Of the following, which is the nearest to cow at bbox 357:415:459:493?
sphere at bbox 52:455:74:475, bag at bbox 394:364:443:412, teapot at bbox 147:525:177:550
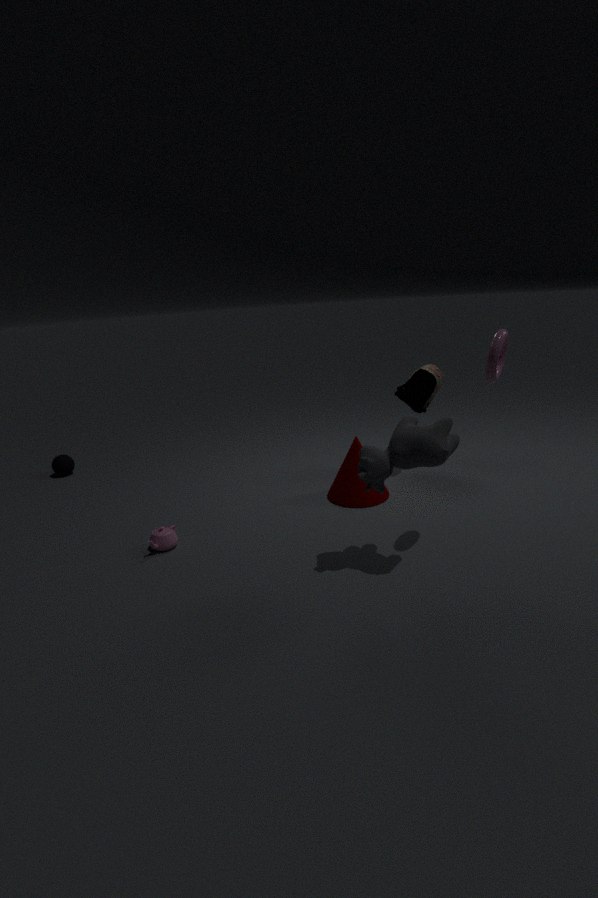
bag at bbox 394:364:443:412
